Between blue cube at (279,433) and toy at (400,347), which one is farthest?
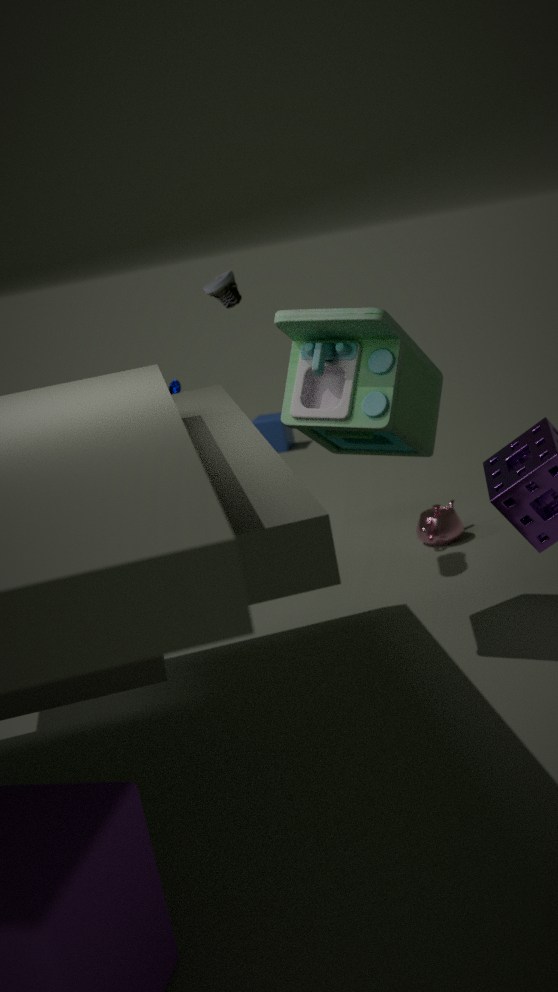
blue cube at (279,433)
